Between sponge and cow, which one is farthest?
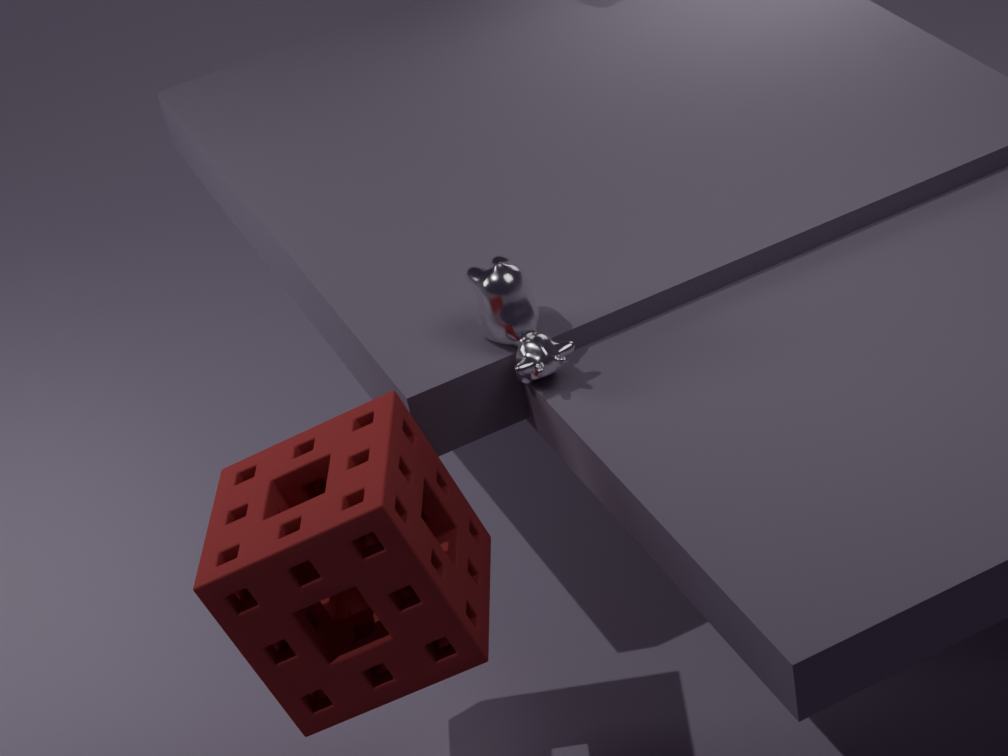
cow
